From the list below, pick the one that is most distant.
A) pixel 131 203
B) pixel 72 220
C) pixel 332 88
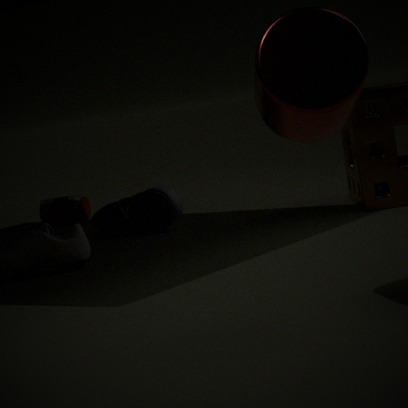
pixel 72 220
